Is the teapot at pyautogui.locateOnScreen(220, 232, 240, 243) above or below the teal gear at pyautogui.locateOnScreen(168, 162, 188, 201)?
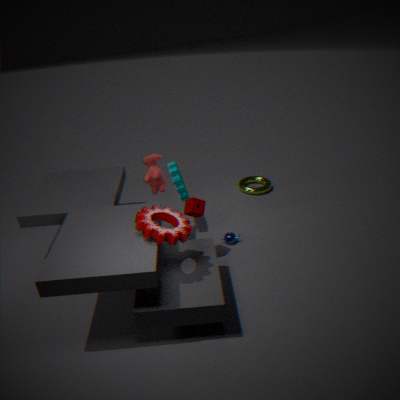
below
